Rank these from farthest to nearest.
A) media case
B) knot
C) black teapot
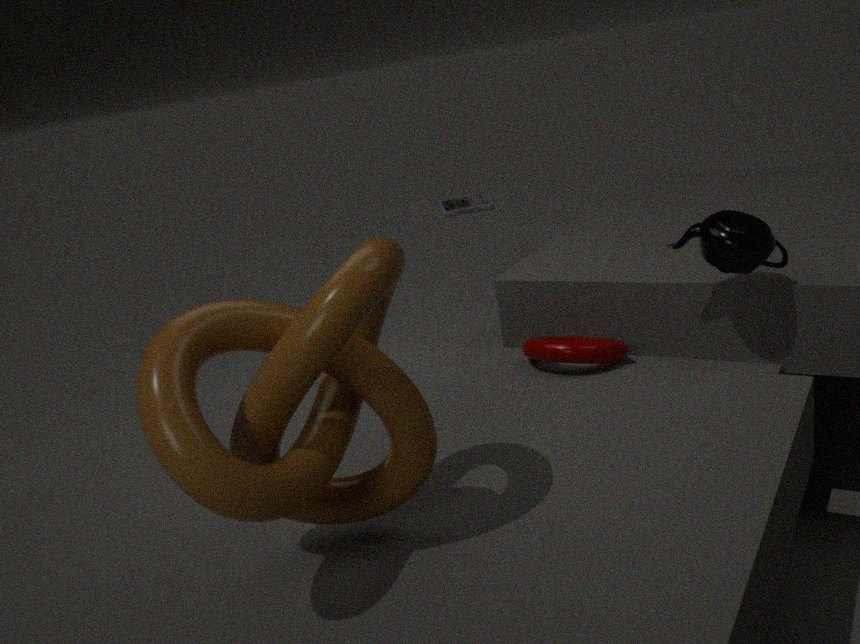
media case, black teapot, knot
